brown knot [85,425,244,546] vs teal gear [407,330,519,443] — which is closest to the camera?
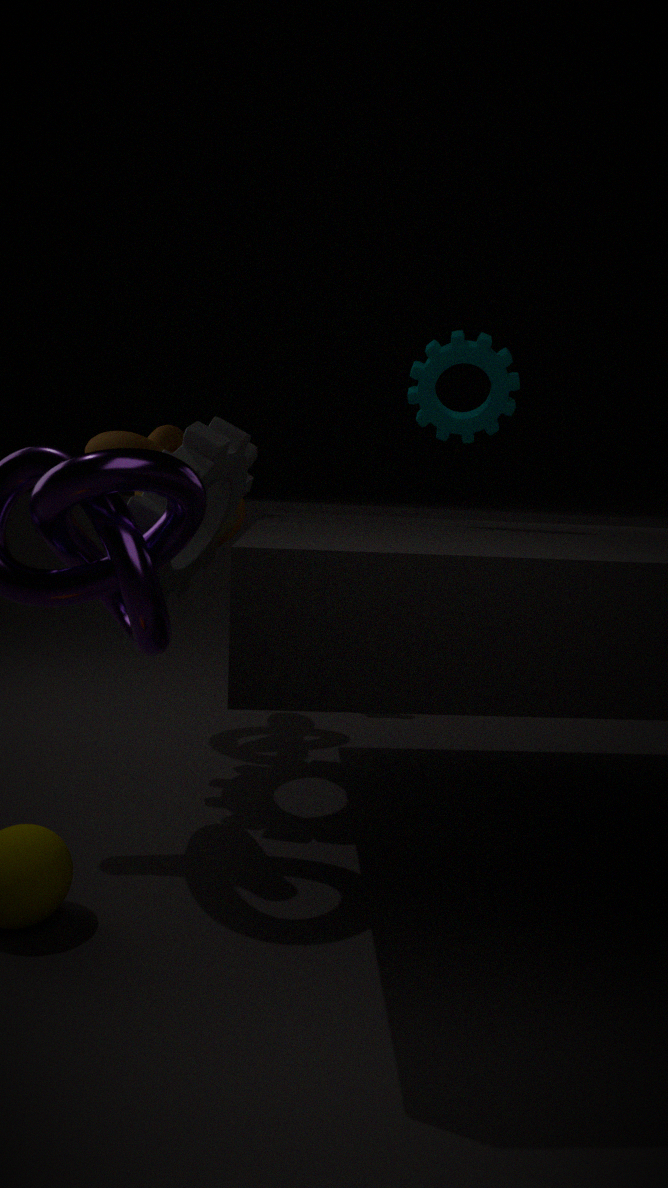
teal gear [407,330,519,443]
